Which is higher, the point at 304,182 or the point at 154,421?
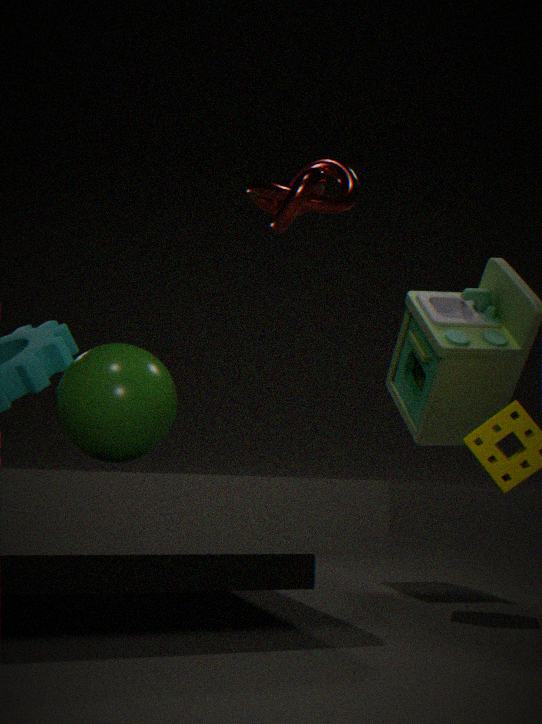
the point at 304,182
